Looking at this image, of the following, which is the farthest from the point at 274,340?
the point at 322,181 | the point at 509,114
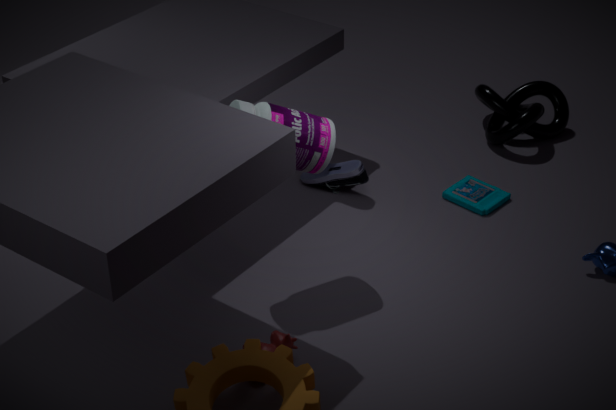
the point at 509,114
